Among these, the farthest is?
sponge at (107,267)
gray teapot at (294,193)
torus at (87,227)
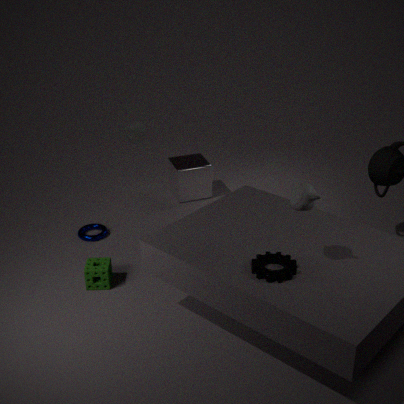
torus at (87,227)
